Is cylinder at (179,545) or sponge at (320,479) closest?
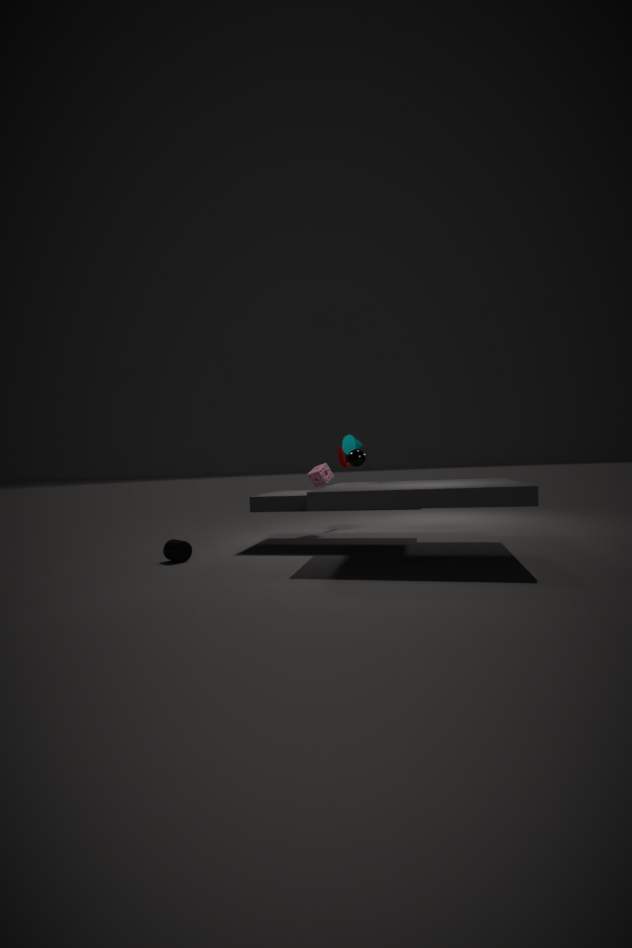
cylinder at (179,545)
